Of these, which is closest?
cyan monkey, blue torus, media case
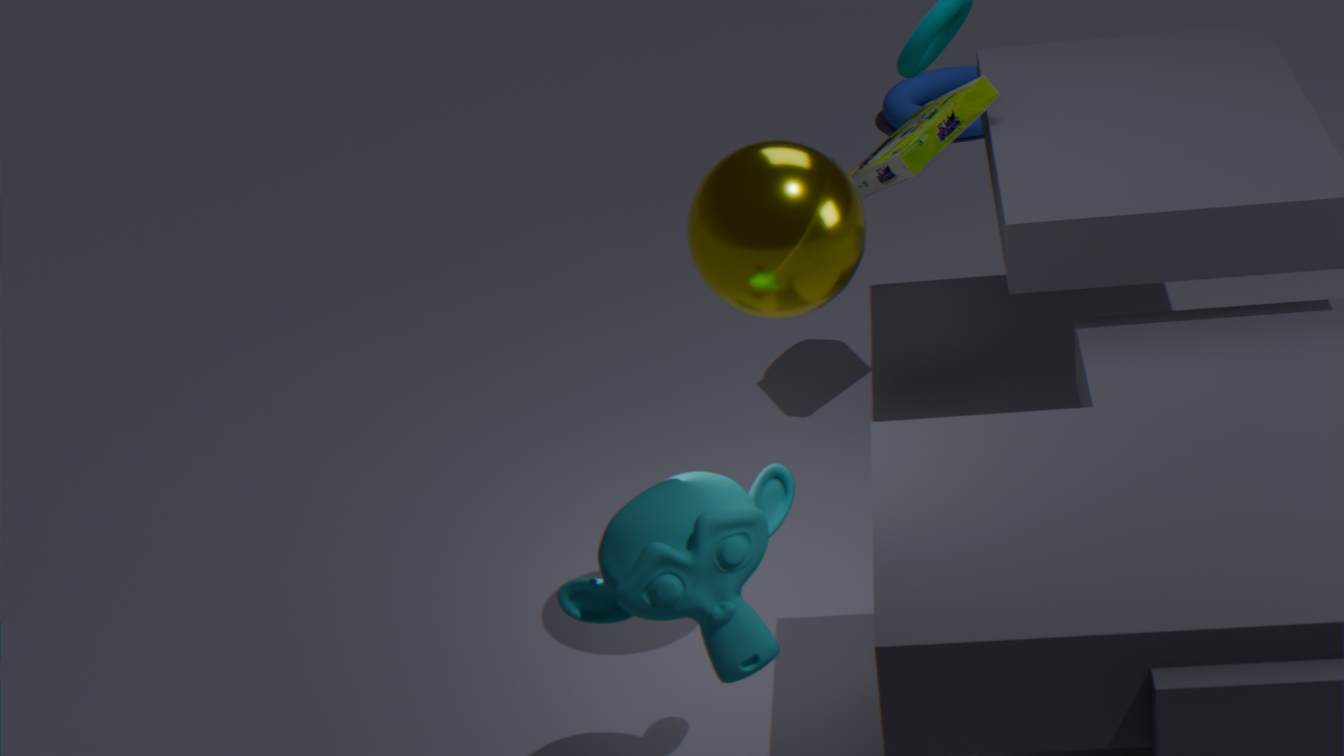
cyan monkey
